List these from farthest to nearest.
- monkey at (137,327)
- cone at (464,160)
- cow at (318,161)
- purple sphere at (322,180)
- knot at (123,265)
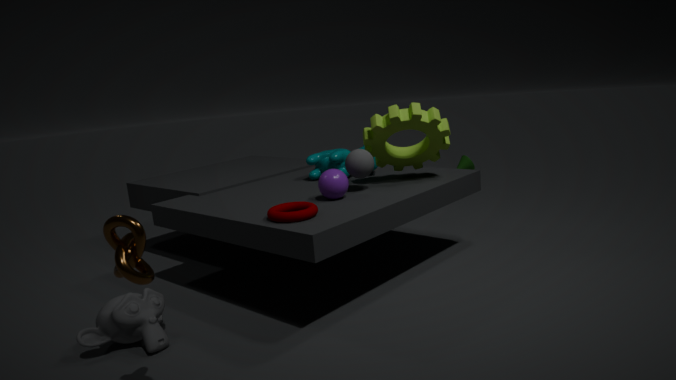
cone at (464,160) → cow at (318,161) → purple sphere at (322,180) → monkey at (137,327) → knot at (123,265)
